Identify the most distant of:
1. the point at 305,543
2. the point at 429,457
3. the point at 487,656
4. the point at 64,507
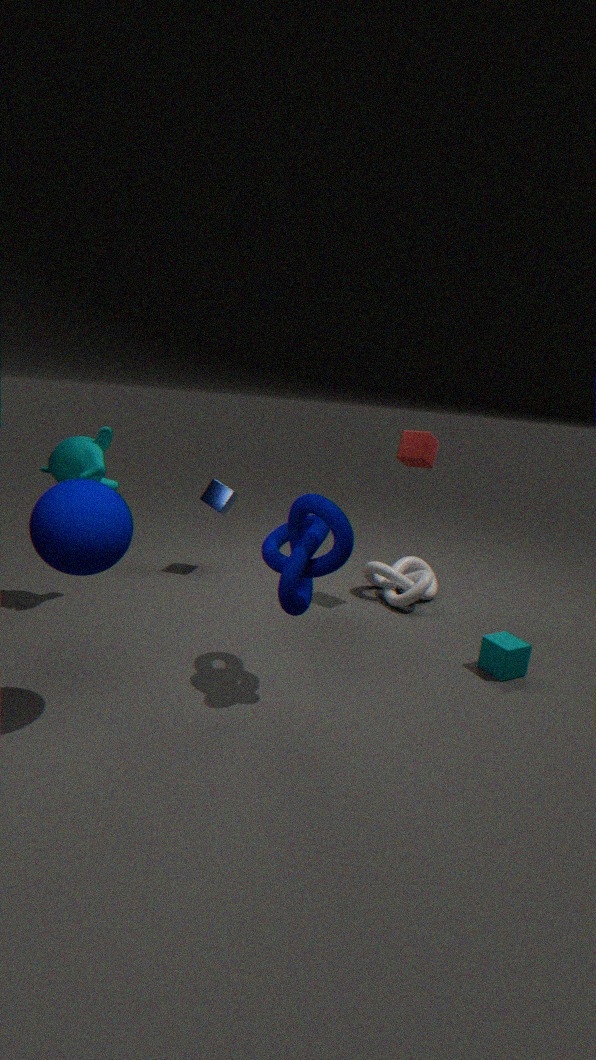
the point at 429,457
